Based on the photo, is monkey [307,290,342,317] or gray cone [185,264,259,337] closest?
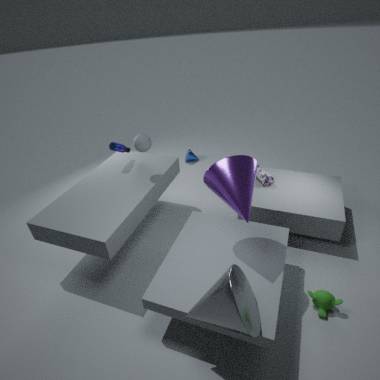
gray cone [185,264,259,337]
